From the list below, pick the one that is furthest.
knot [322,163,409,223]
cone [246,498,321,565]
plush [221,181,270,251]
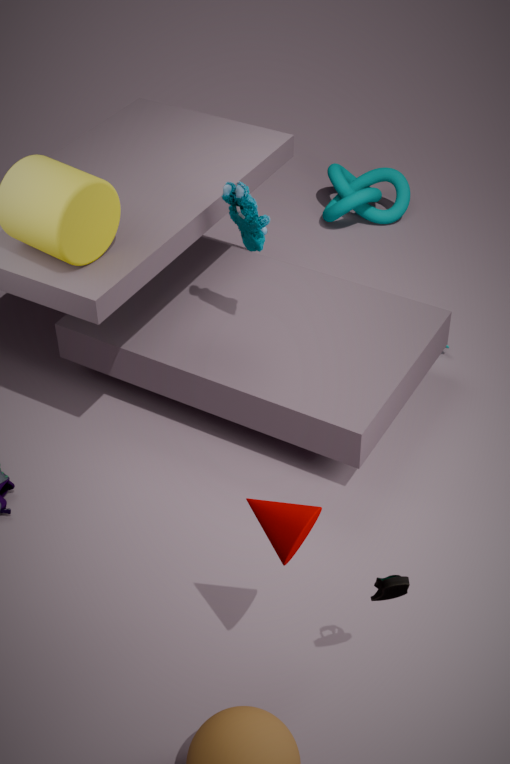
knot [322,163,409,223]
